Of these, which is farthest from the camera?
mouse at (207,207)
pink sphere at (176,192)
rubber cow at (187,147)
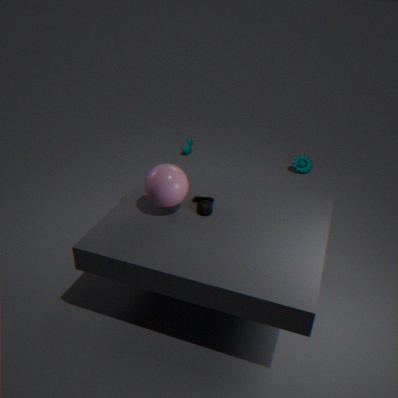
rubber cow at (187,147)
